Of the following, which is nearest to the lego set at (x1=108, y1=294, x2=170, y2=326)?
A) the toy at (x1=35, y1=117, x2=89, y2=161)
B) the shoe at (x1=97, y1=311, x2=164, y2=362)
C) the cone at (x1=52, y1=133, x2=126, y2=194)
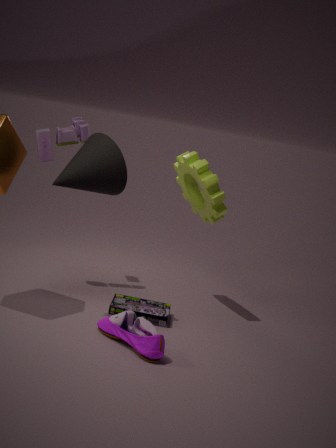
the shoe at (x1=97, y1=311, x2=164, y2=362)
